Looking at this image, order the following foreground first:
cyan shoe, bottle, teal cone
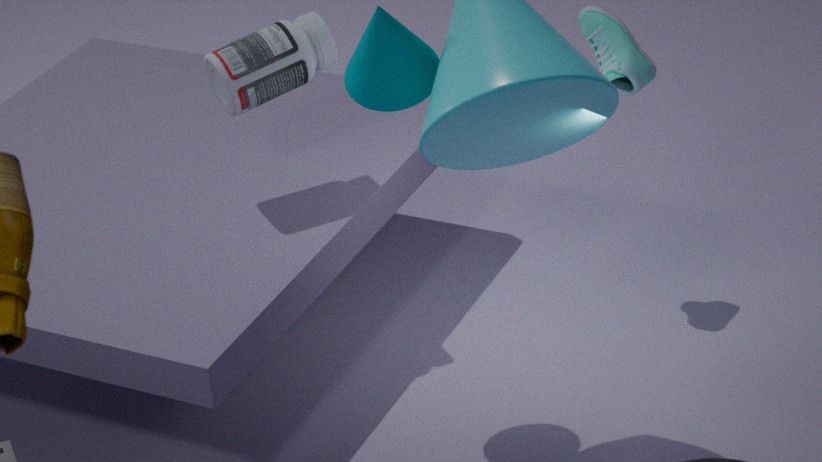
teal cone → bottle → cyan shoe
